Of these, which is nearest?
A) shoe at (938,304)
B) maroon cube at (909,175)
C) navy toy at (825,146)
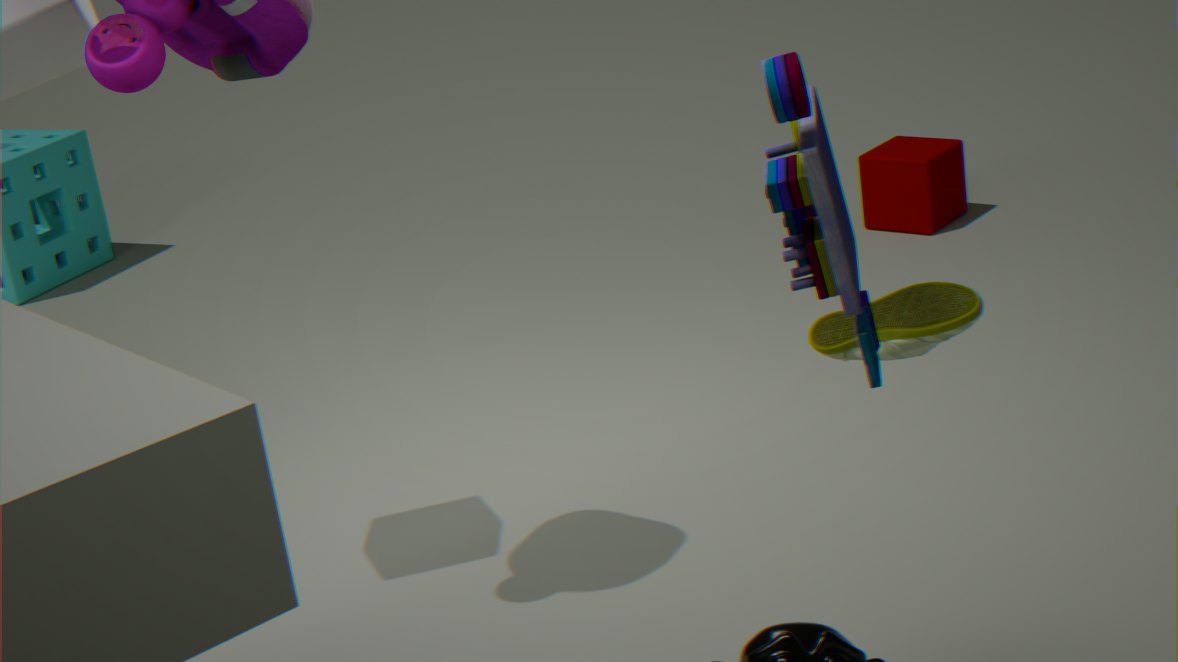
navy toy at (825,146)
